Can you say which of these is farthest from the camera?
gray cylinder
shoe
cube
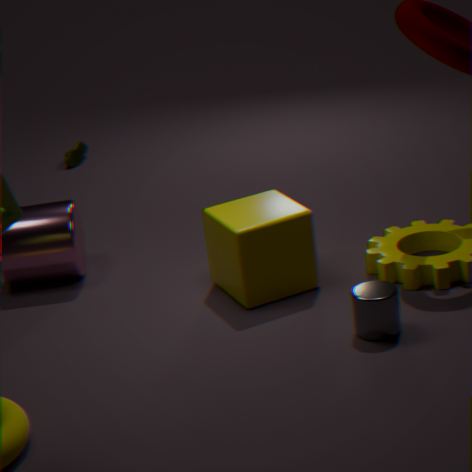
shoe
